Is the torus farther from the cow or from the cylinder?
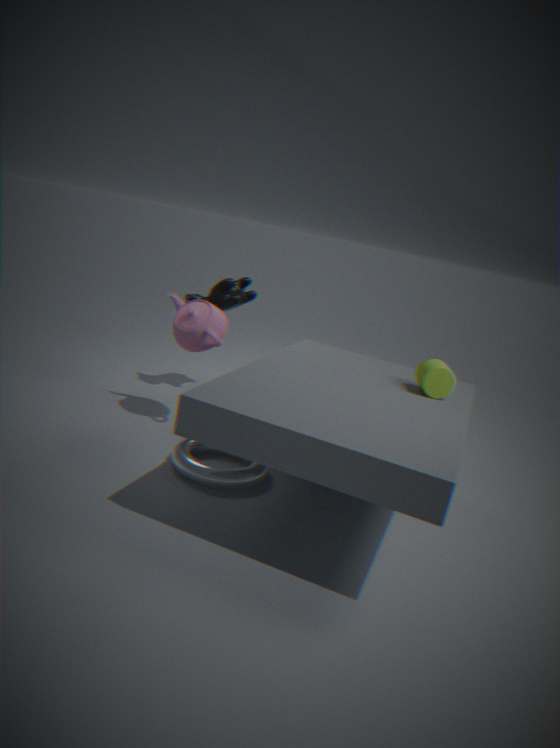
the cow
